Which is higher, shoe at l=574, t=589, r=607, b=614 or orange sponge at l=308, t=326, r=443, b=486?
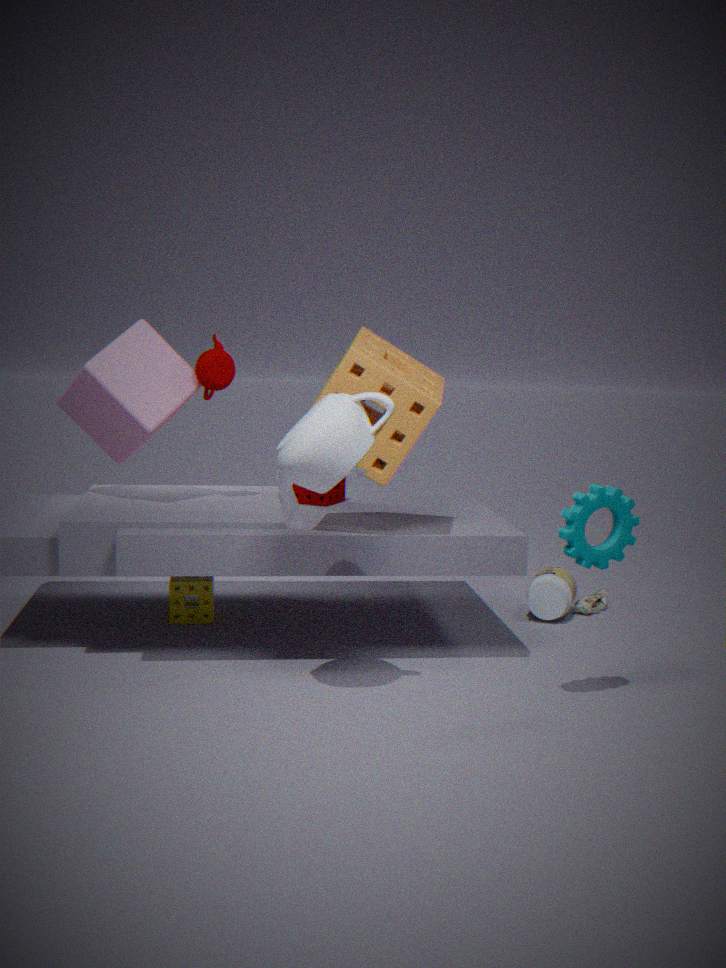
Result: orange sponge at l=308, t=326, r=443, b=486
